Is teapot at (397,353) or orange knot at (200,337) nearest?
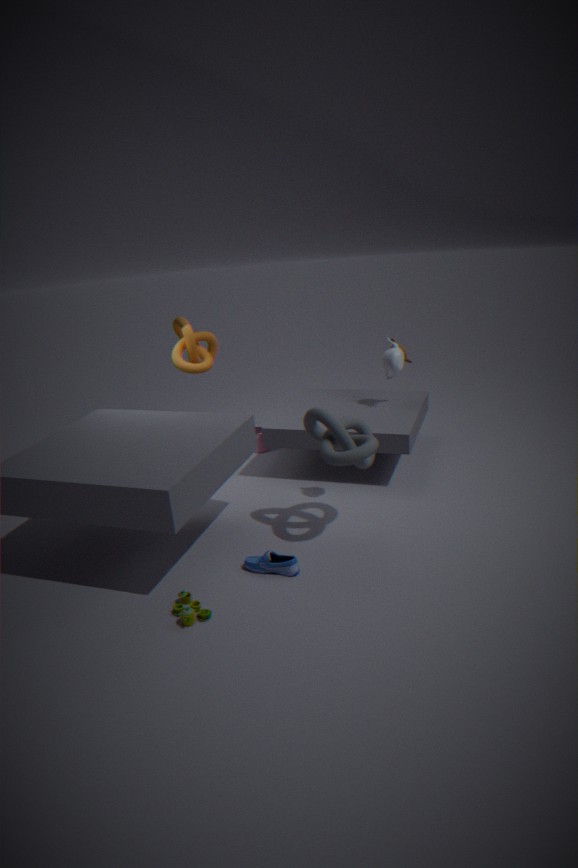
teapot at (397,353)
